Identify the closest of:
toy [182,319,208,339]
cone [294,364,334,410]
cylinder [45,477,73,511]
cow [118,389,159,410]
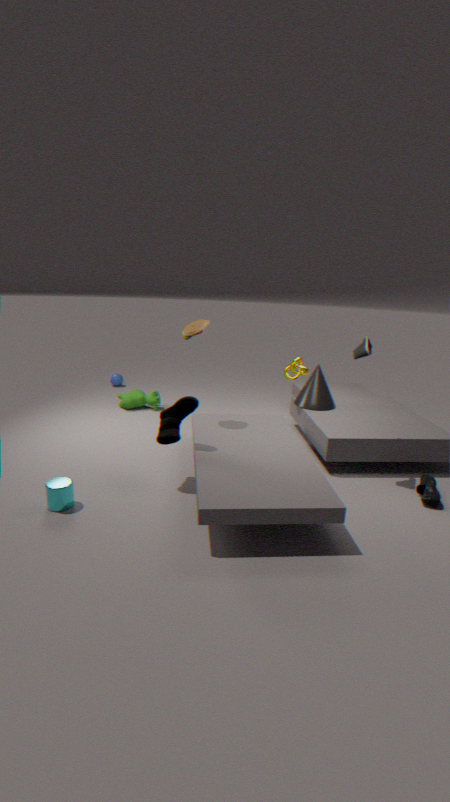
cylinder [45,477,73,511]
